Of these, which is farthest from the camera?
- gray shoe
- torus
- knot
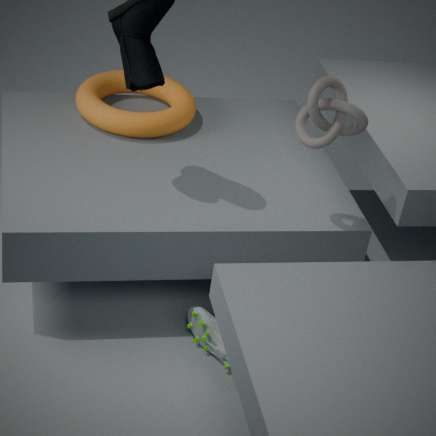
torus
